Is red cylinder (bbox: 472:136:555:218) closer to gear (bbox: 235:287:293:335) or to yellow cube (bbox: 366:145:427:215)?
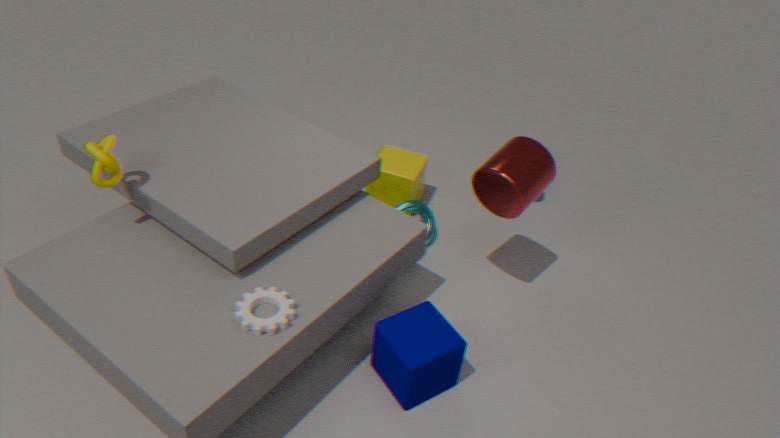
yellow cube (bbox: 366:145:427:215)
